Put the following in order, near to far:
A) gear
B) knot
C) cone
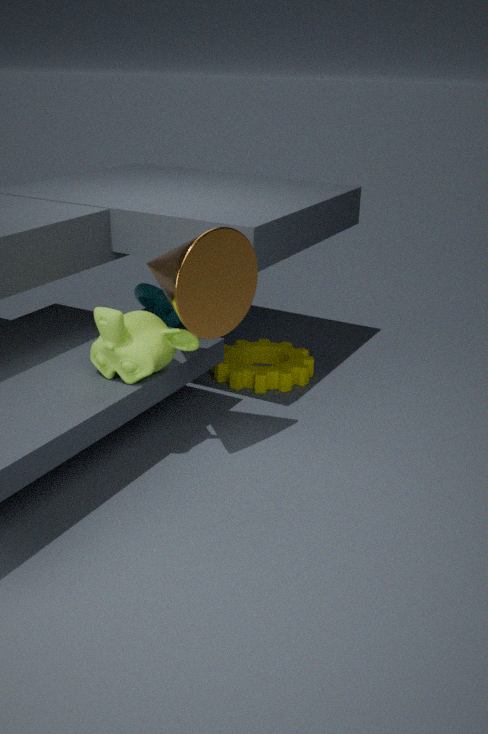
1. cone
2. gear
3. knot
